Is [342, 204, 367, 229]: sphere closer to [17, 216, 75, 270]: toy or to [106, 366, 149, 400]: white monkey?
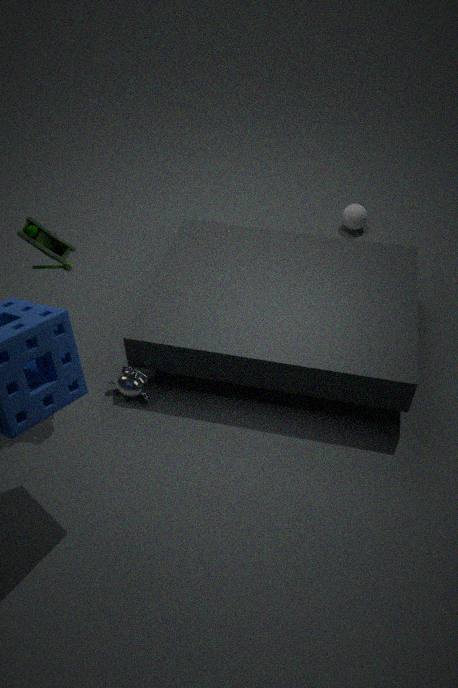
[106, 366, 149, 400]: white monkey
